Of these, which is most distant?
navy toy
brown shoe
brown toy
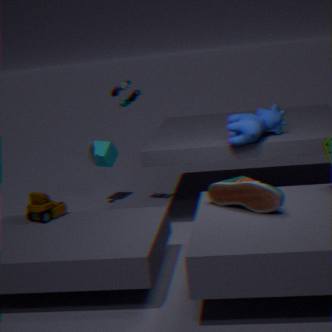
navy toy
